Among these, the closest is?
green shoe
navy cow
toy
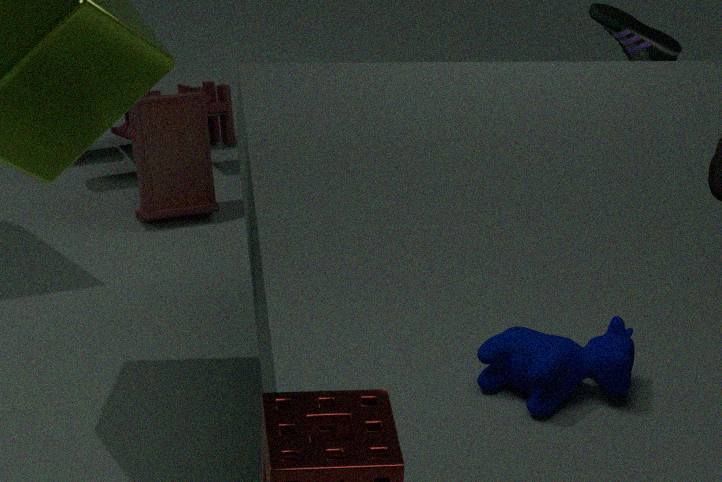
navy cow
